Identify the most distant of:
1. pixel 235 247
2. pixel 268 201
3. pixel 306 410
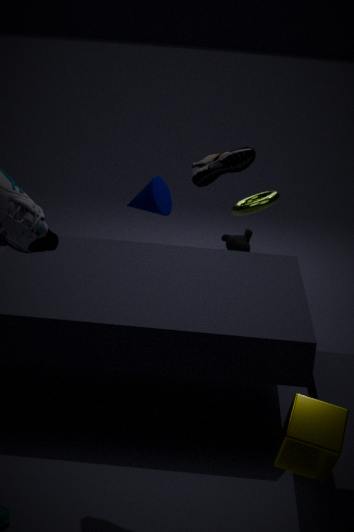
pixel 235 247
